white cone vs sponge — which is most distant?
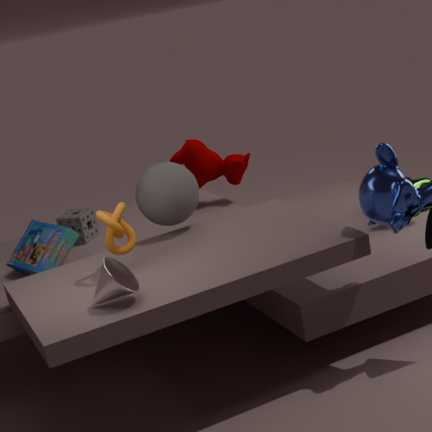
sponge
